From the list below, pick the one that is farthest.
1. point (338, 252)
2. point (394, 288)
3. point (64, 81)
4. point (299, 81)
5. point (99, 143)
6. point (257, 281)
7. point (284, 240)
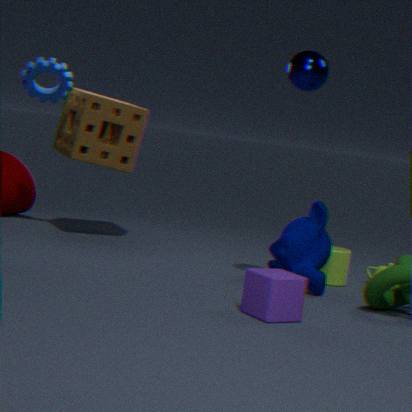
point (99, 143)
